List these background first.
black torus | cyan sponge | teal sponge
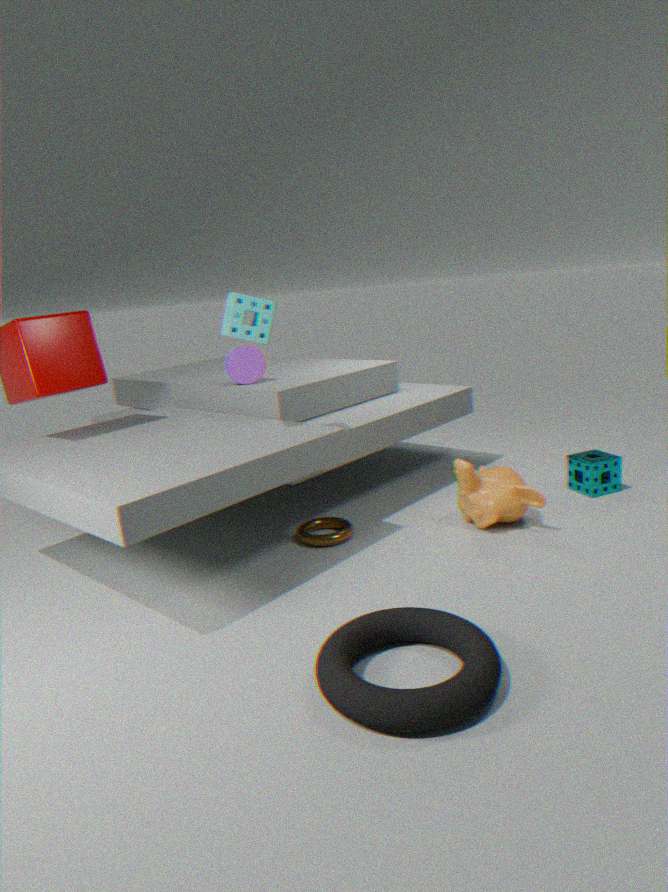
teal sponge → cyan sponge → black torus
